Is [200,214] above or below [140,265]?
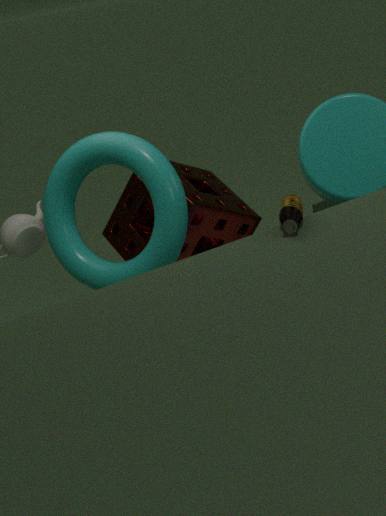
below
